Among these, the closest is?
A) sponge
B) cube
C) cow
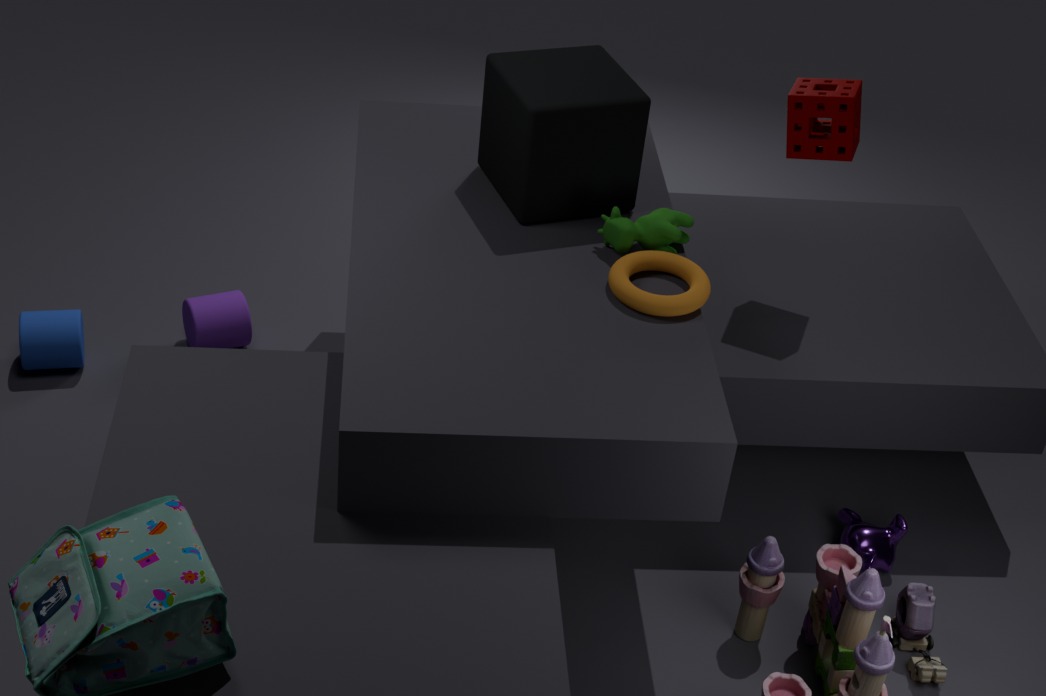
cube
